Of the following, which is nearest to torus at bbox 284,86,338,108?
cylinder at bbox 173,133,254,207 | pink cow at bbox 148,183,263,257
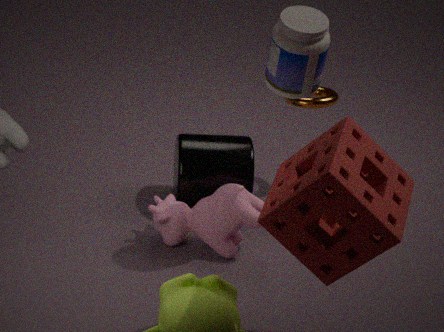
cylinder at bbox 173,133,254,207
